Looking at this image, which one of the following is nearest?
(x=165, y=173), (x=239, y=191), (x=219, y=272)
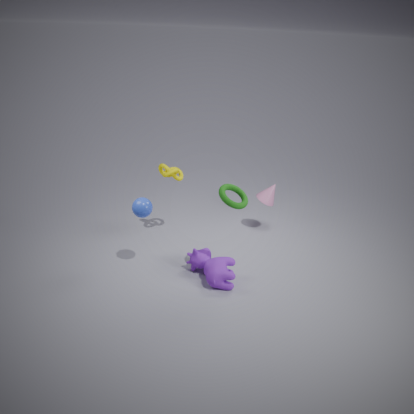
(x=239, y=191)
